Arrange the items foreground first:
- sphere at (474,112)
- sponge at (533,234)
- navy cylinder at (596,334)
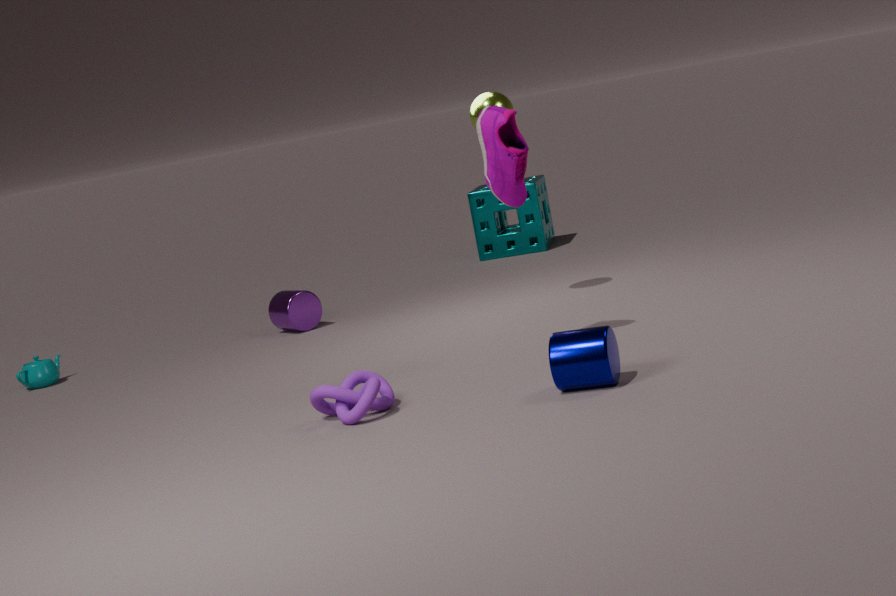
1. navy cylinder at (596,334)
2. sphere at (474,112)
3. sponge at (533,234)
